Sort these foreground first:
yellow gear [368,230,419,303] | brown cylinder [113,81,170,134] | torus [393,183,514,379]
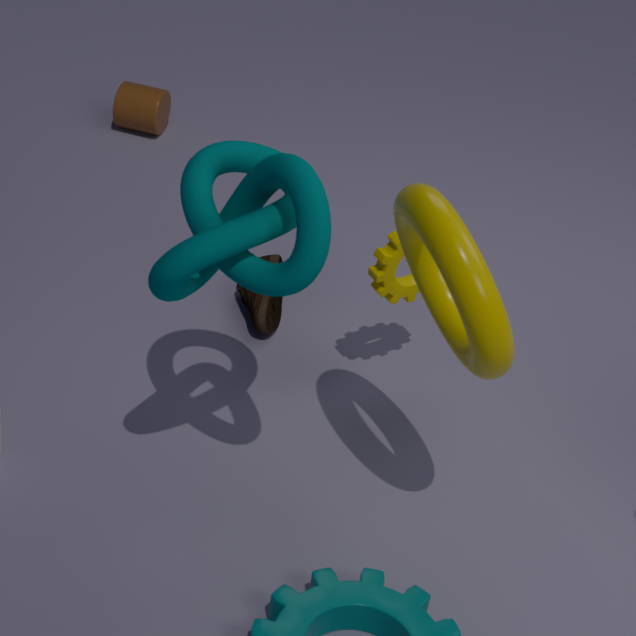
torus [393,183,514,379] < yellow gear [368,230,419,303] < brown cylinder [113,81,170,134]
